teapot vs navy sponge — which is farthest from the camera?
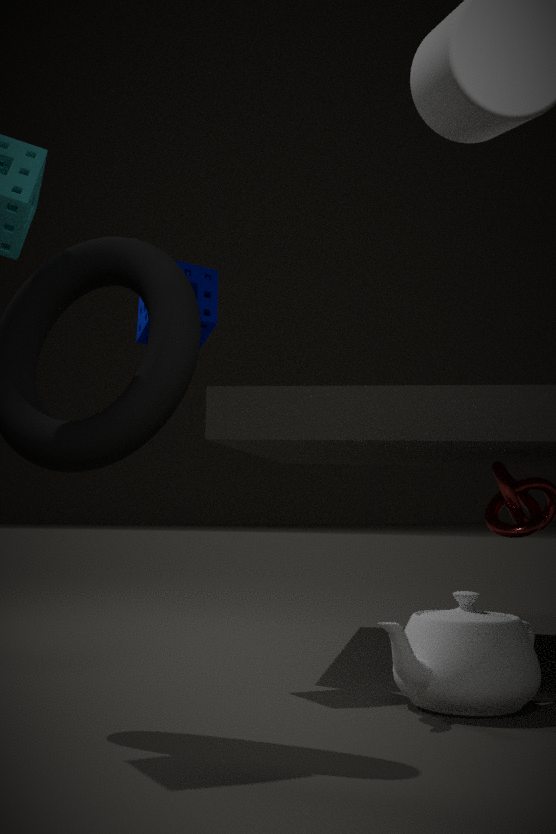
navy sponge
